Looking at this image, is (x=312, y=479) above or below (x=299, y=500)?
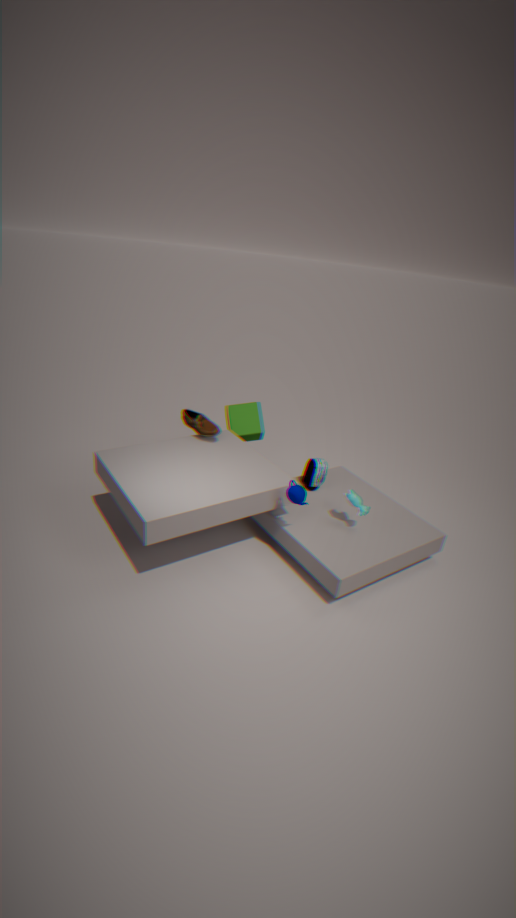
below
